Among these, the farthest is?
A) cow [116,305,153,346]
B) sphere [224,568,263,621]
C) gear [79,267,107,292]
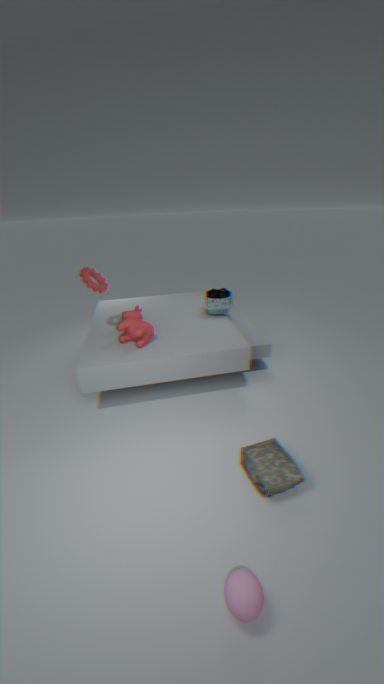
gear [79,267,107,292]
